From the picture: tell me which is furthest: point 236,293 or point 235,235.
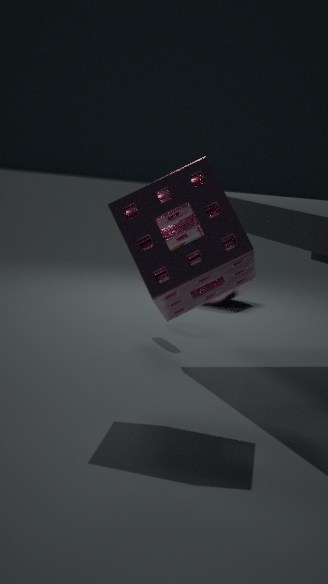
point 236,293
